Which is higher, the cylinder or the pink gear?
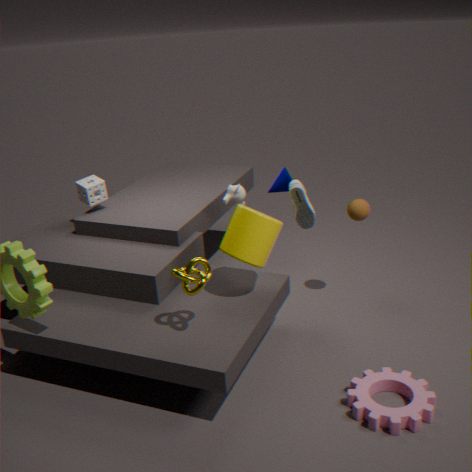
the cylinder
